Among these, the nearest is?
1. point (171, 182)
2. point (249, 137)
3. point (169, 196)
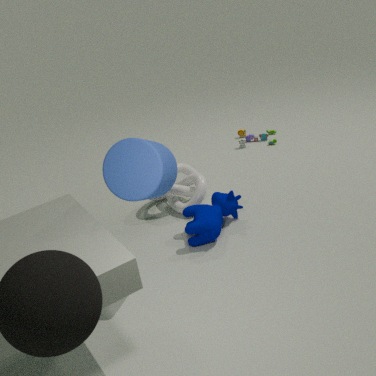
point (171, 182)
